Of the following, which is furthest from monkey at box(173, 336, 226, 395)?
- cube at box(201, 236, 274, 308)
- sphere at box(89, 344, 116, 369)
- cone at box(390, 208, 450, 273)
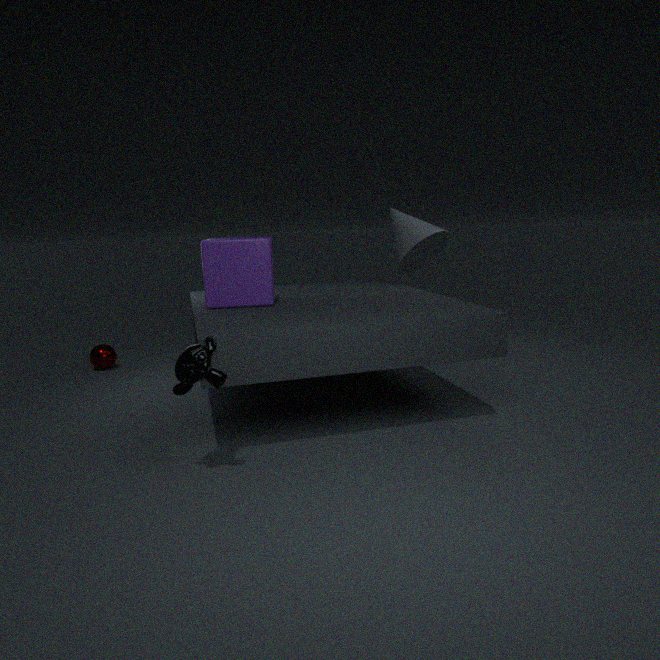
sphere at box(89, 344, 116, 369)
